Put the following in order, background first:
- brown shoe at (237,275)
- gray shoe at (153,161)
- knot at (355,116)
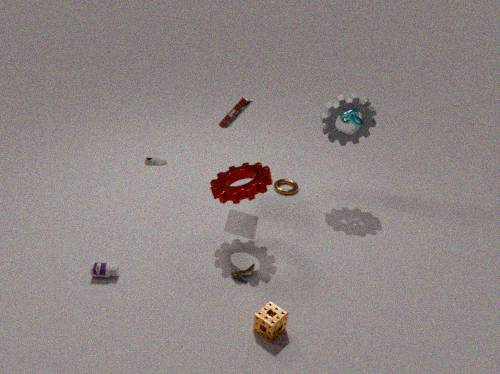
gray shoe at (153,161)
knot at (355,116)
brown shoe at (237,275)
